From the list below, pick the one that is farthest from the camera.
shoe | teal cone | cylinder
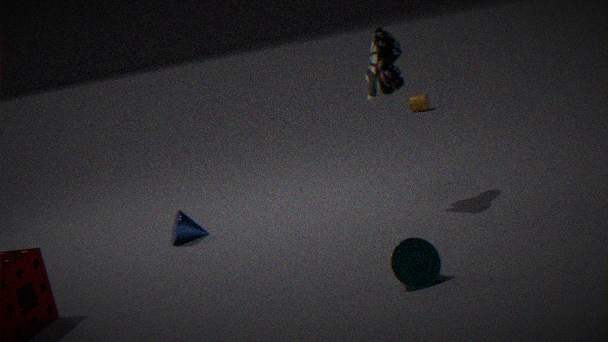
cylinder
